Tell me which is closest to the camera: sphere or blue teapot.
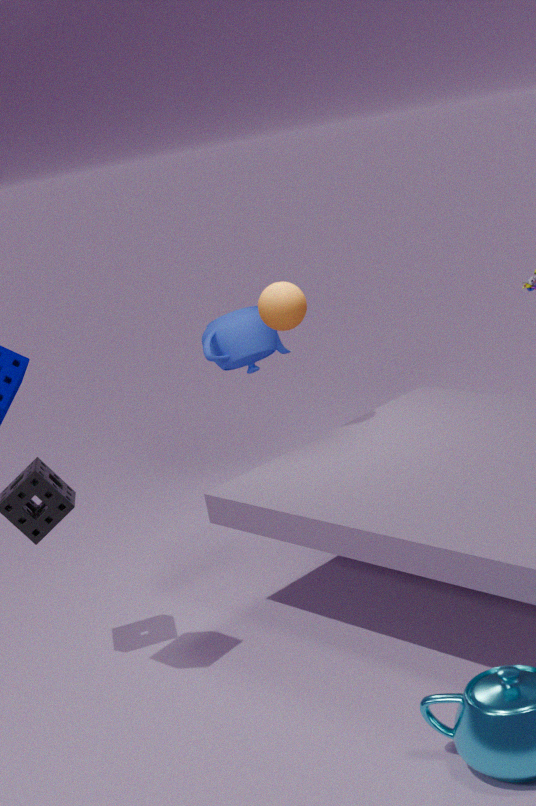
sphere
